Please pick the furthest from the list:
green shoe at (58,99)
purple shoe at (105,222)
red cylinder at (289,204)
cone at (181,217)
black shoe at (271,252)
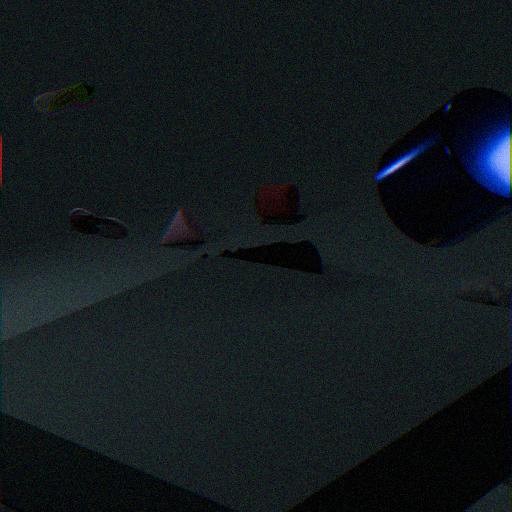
red cylinder at (289,204)
